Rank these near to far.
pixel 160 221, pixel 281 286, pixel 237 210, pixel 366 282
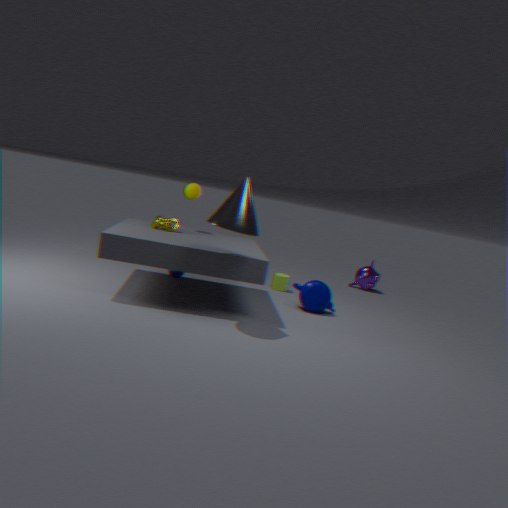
pixel 237 210 → pixel 160 221 → pixel 281 286 → pixel 366 282
